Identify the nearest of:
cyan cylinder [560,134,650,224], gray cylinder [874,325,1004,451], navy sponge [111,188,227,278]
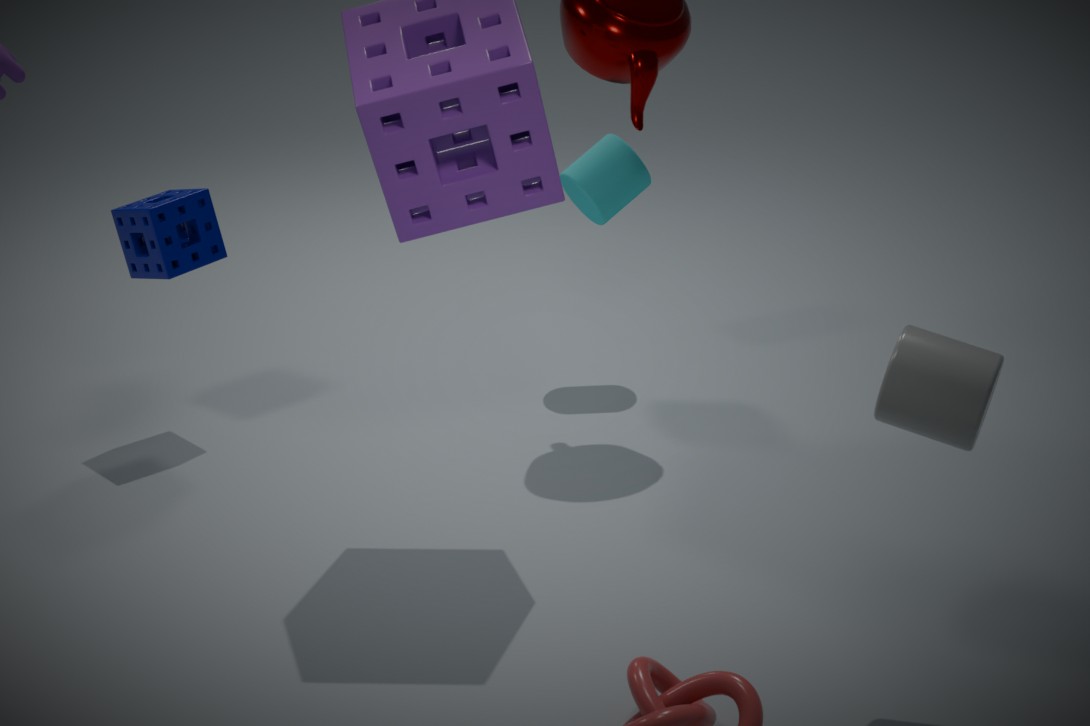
gray cylinder [874,325,1004,451]
